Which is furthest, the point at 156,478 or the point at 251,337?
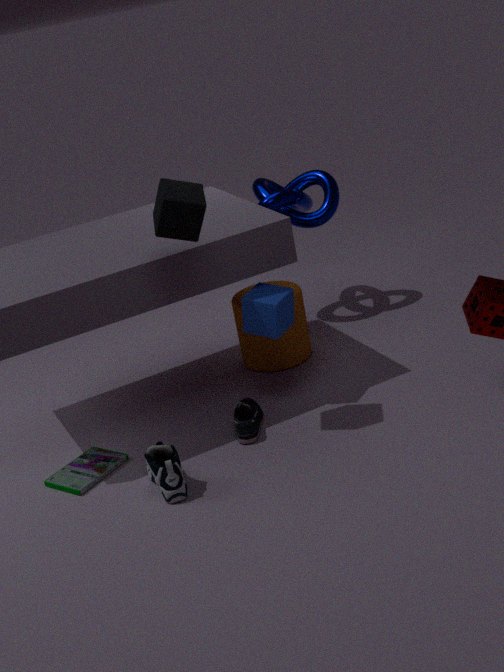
the point at 251,337
